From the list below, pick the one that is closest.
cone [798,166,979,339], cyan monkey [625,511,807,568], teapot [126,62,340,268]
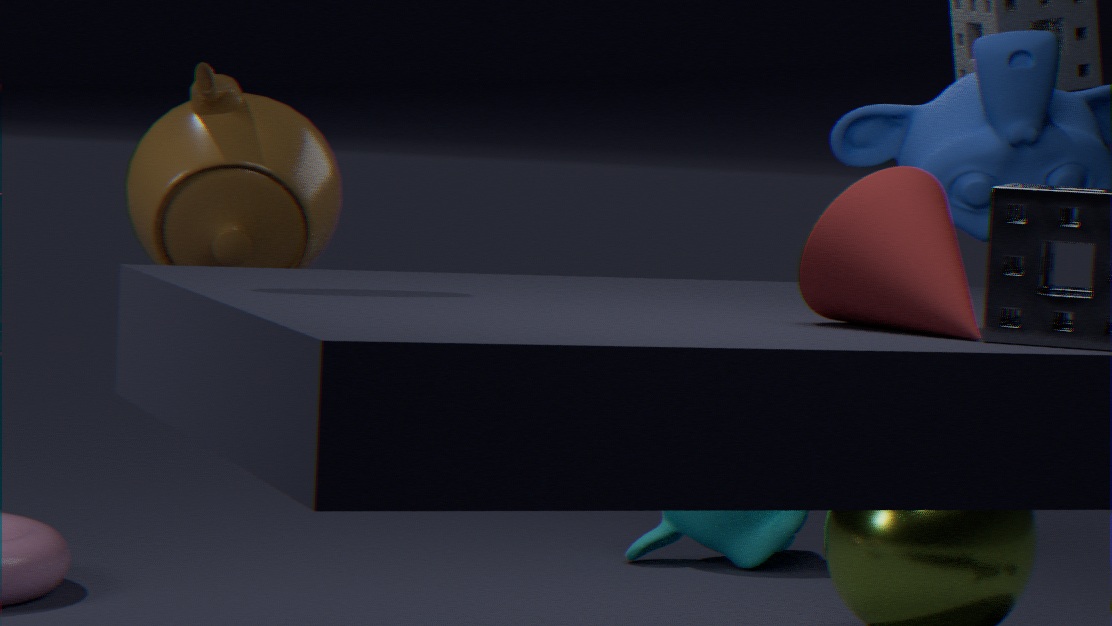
cone [798,166,979,339]
